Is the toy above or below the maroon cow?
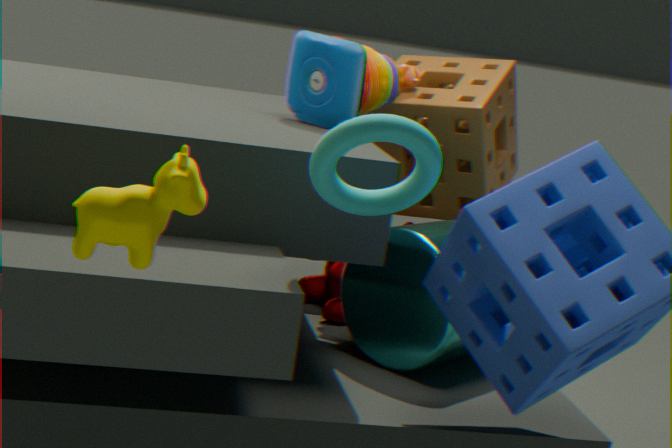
above
